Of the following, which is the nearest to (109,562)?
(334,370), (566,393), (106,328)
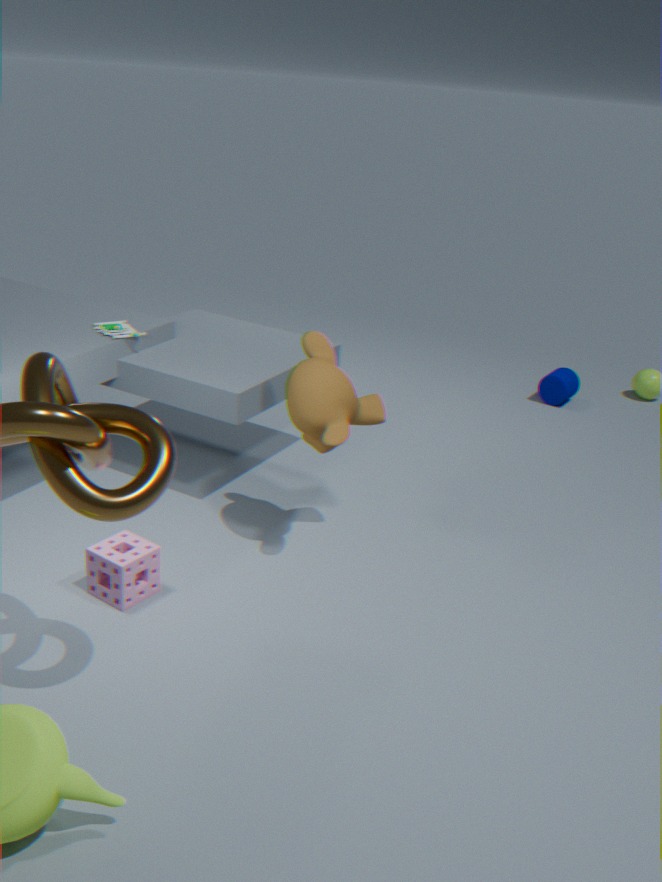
(334,370)
